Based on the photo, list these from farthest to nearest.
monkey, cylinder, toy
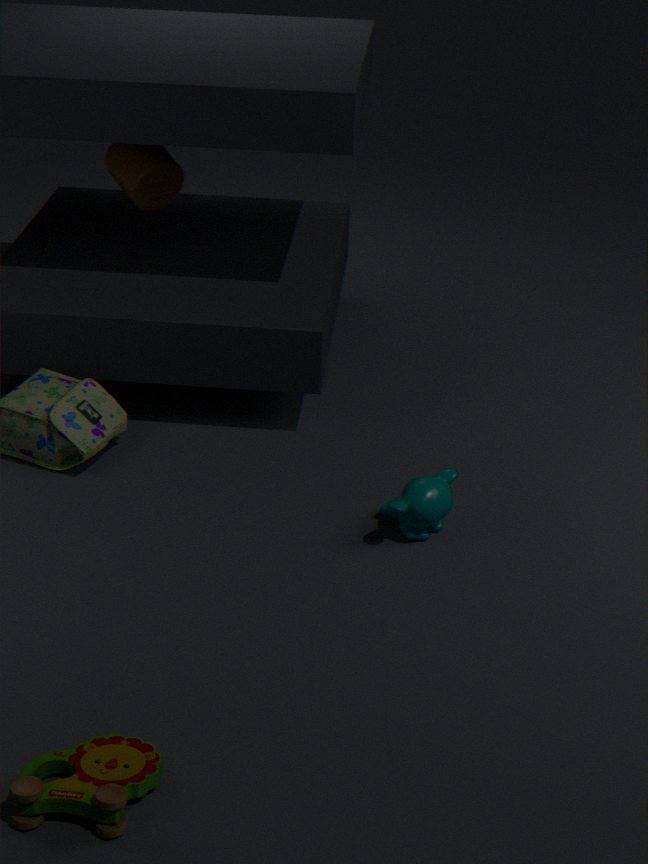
cylinder, monkey, toy
